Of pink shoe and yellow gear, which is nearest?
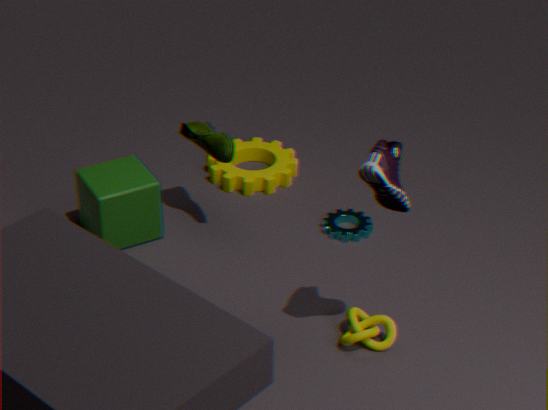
pink shoe
